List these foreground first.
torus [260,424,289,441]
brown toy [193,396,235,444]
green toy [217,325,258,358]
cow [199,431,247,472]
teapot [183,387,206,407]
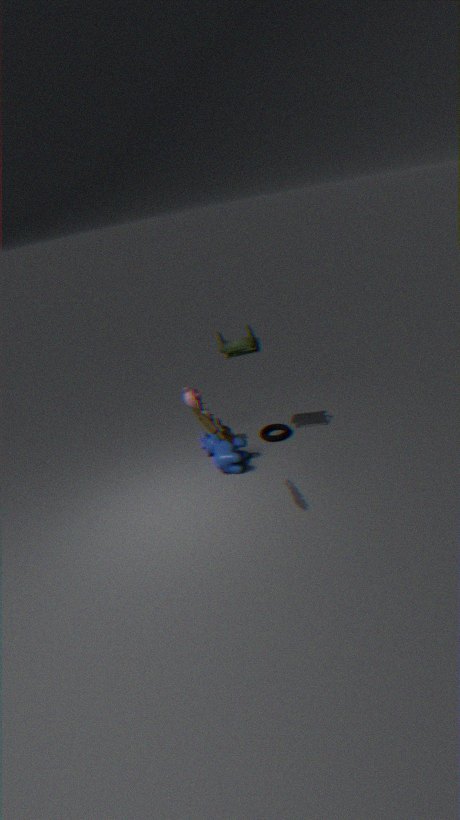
brown toy [193,396,235,444] → green toy [217,325,258,358] → cow [199,431,247,472] → teapot [183,387,206,407] → torus [260,424,289,441]
